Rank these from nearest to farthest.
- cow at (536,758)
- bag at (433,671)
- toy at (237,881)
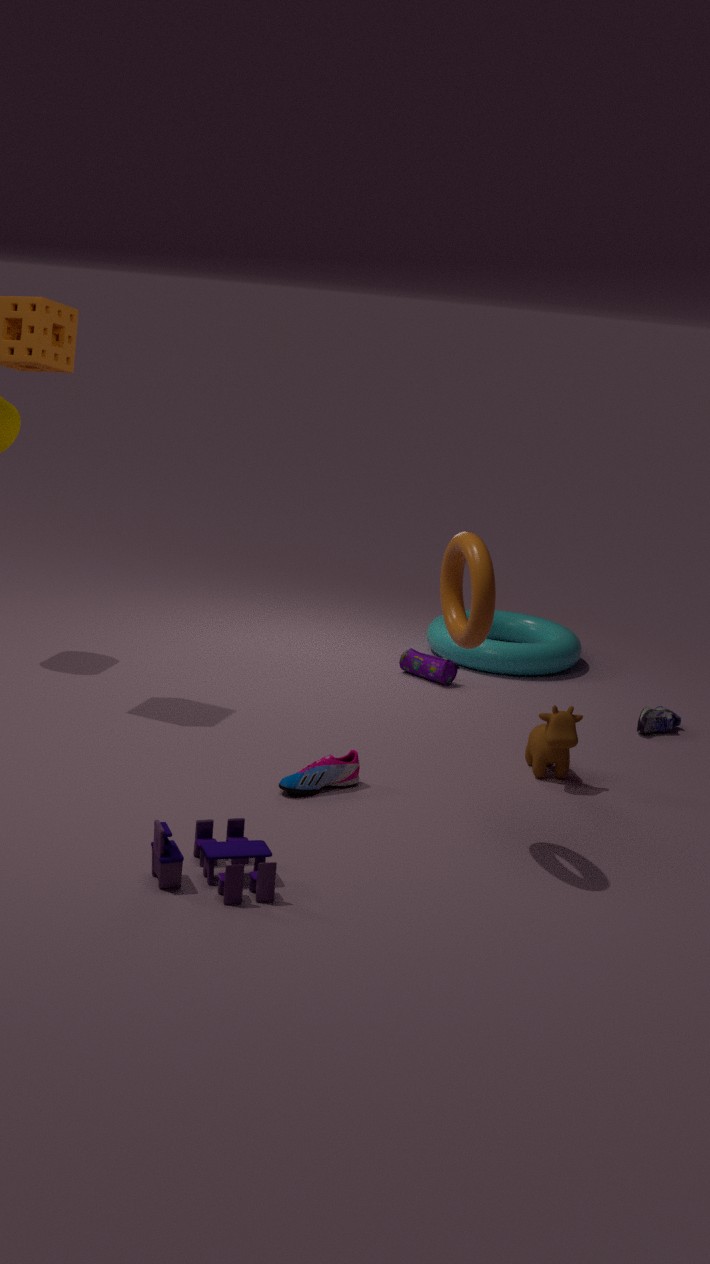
1. toy at (237,881)
2. cow at (536,758)
3. bag at (433,671)
